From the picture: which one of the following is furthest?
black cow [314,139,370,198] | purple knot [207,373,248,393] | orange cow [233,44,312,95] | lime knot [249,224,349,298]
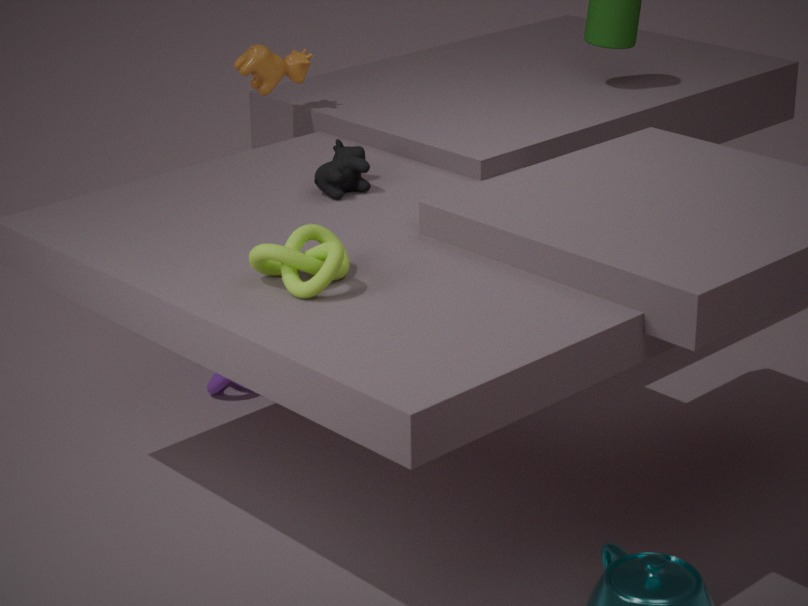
purple knot [207,373,248,393]
